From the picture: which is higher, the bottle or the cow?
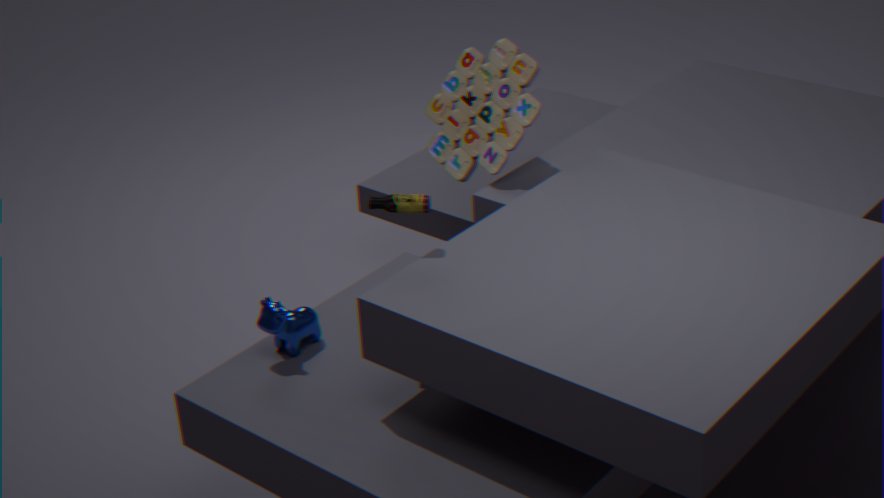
the bottle
